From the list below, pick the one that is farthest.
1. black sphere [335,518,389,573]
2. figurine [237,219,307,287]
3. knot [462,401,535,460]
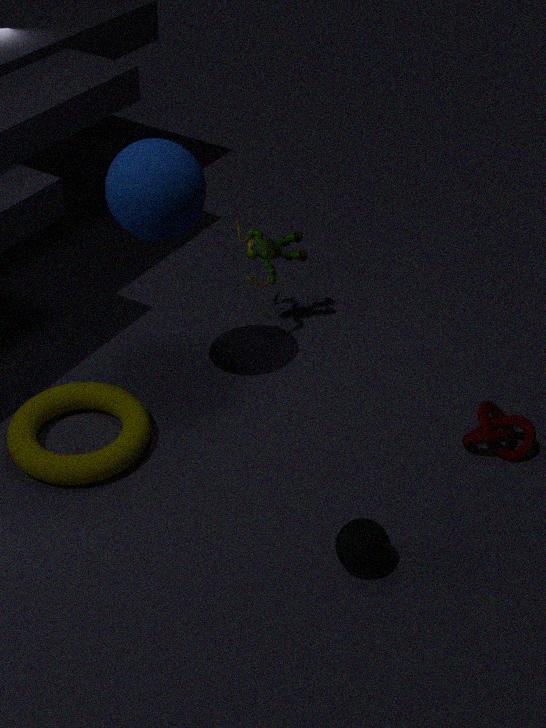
figurine [237,219,307,287]
